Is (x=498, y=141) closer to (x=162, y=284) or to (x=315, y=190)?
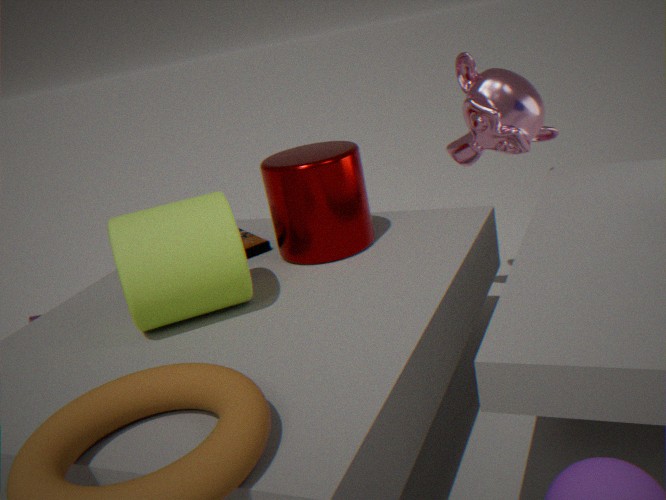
(x=315, y=190)
